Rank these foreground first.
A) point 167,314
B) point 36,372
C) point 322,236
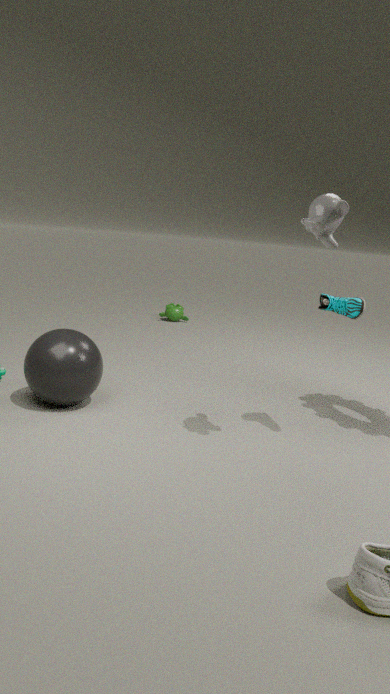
point 322,236 < point 36,372 < point 167,314
